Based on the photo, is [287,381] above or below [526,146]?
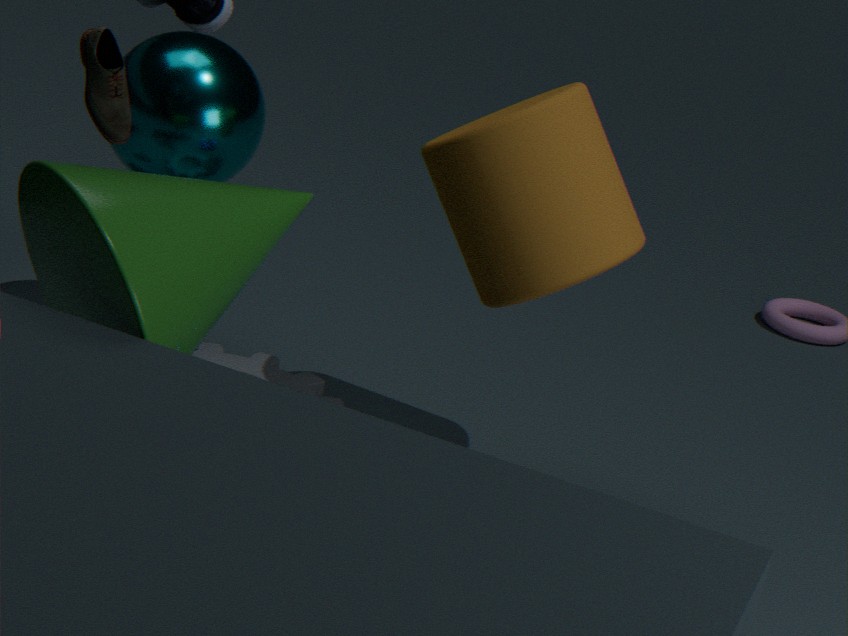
below
